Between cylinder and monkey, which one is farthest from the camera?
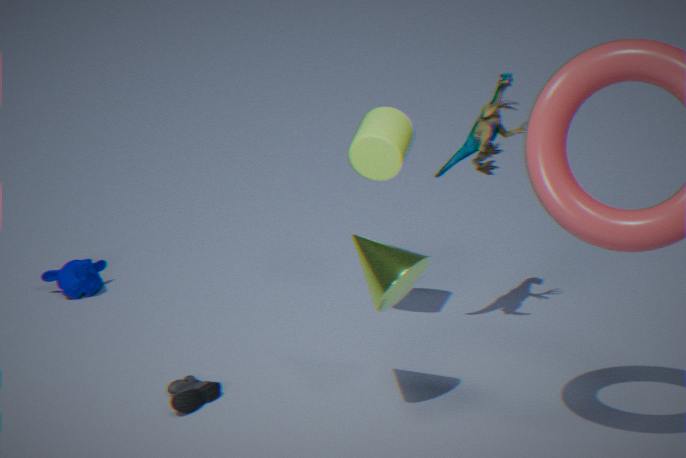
monkey
